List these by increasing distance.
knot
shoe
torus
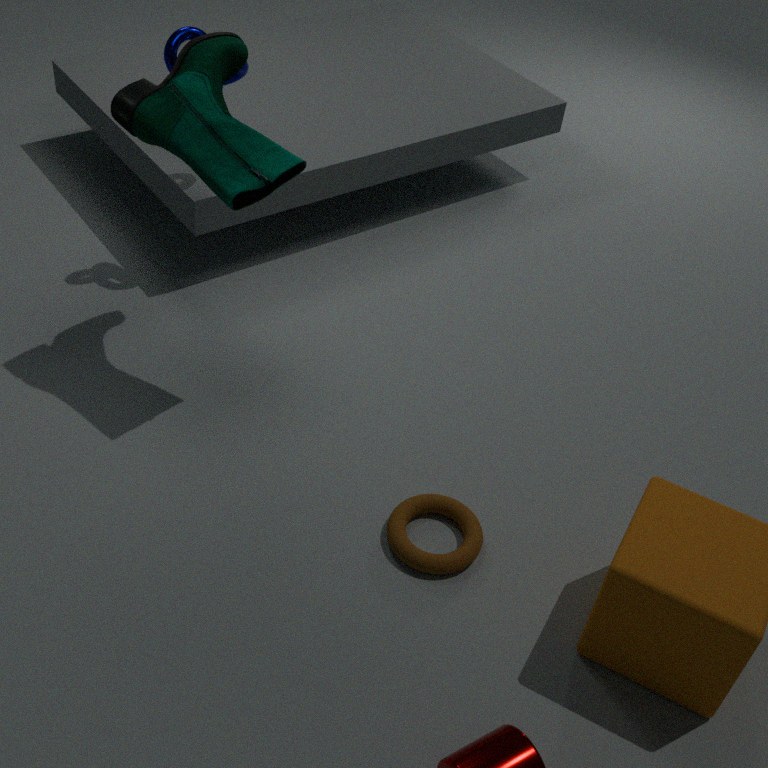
torus, shoe, knot
